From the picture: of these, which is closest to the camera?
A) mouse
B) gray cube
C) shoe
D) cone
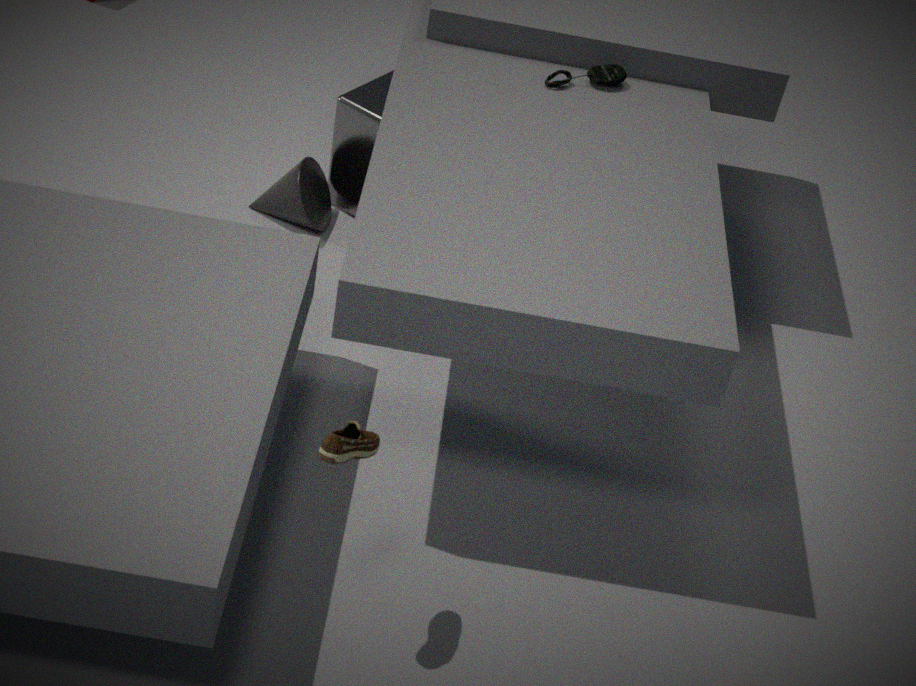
C. shoe
